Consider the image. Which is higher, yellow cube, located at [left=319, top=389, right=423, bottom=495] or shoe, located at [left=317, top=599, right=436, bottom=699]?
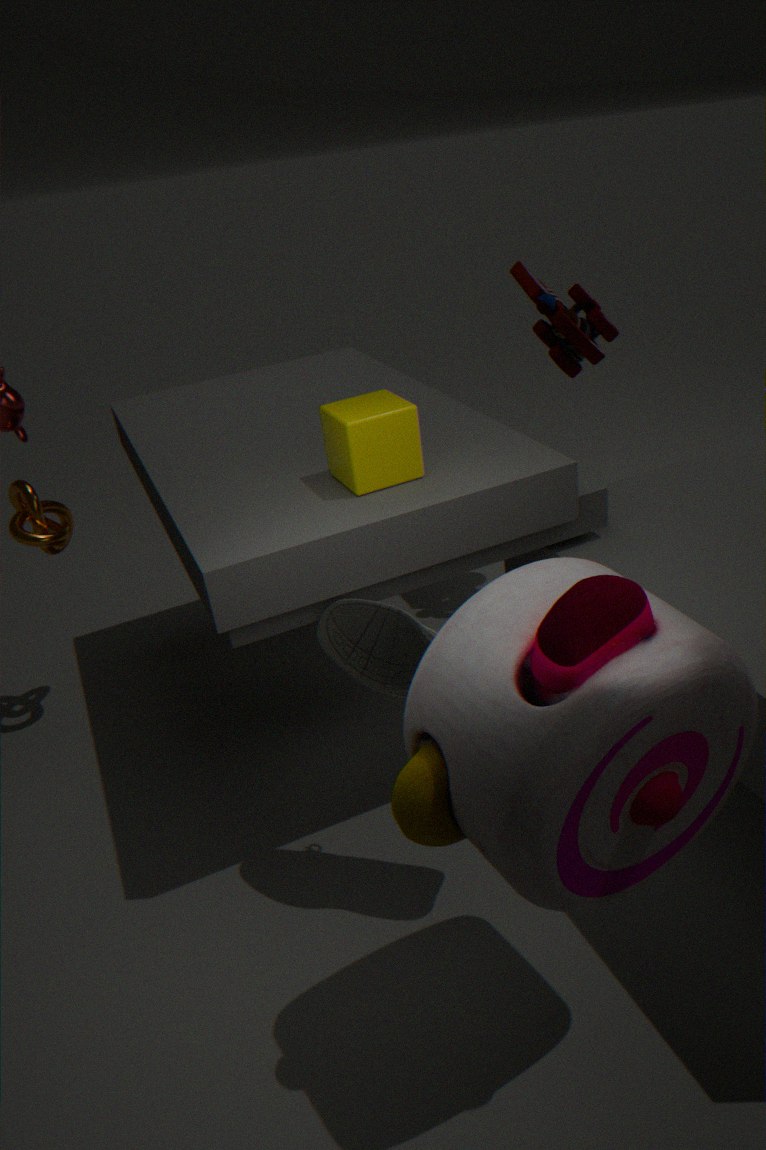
yellow cube, located at [left=319, top=389, right=423, bottom=495]
